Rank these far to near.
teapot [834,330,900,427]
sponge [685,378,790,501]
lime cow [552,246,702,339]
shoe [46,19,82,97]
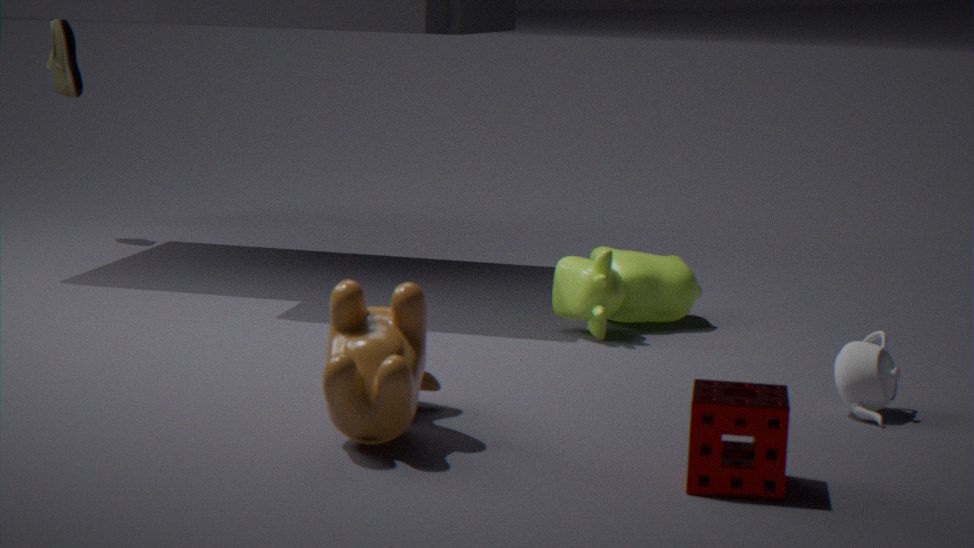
shoe [46,19,82,97]
lime cow [552,246,702,339]
teapot [834,330,900,427]
sponge [685,378,790,501]
